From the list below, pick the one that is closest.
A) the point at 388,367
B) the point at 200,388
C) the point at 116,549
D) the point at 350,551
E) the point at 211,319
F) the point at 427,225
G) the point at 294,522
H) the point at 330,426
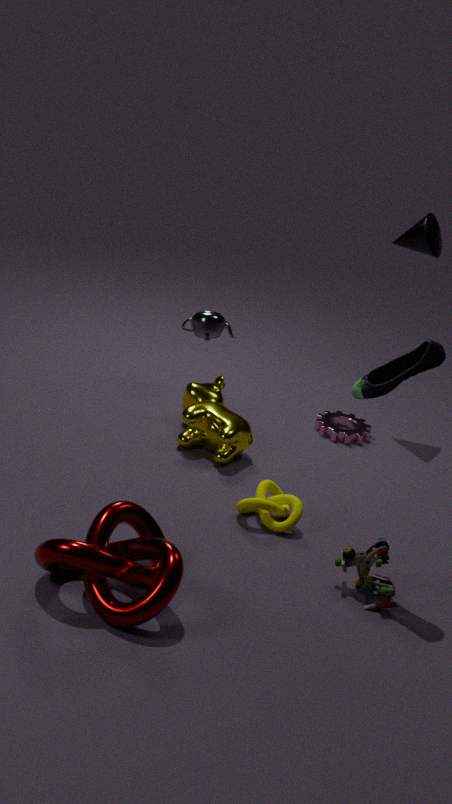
the point at 116,549
